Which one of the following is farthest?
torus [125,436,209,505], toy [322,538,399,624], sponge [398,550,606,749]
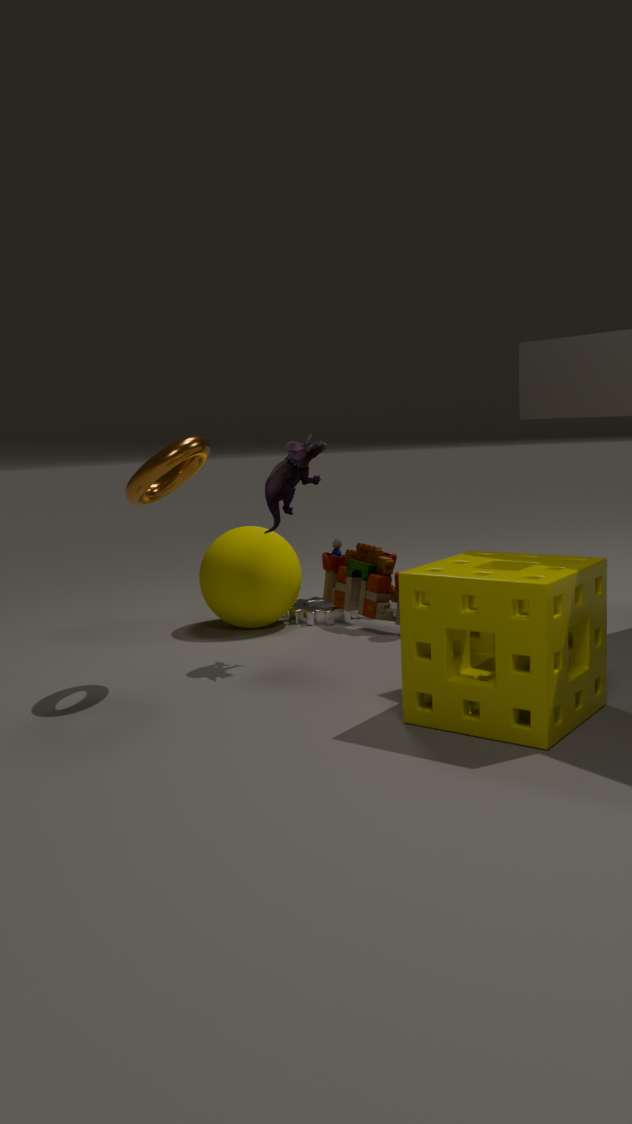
toy [322,538,399,624]
